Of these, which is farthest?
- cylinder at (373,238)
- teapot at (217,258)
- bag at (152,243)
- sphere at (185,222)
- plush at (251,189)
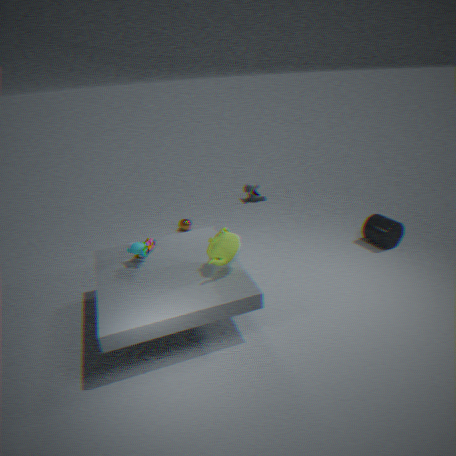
plush at (251,189)
